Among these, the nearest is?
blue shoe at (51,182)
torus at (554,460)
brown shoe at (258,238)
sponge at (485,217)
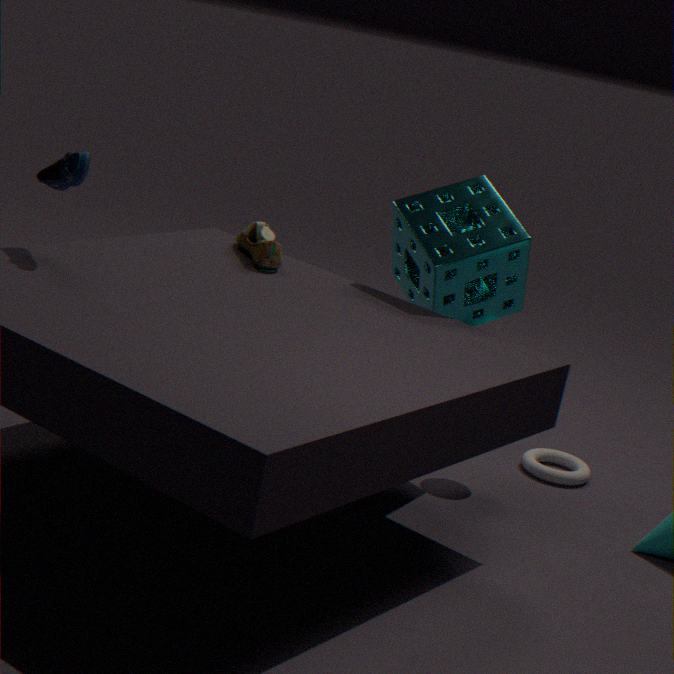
blue shoe at (51,182)
